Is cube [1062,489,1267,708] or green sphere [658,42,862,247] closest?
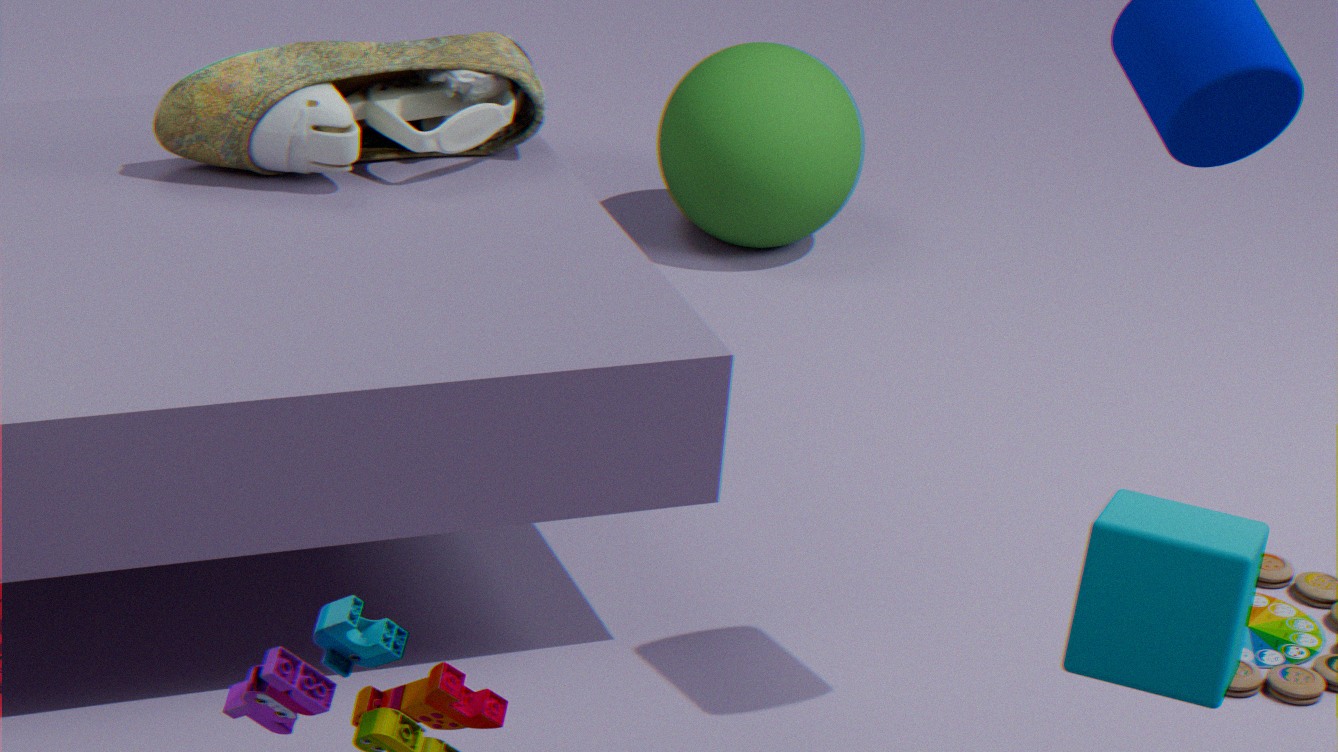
cube [1062,489,1267,708]
